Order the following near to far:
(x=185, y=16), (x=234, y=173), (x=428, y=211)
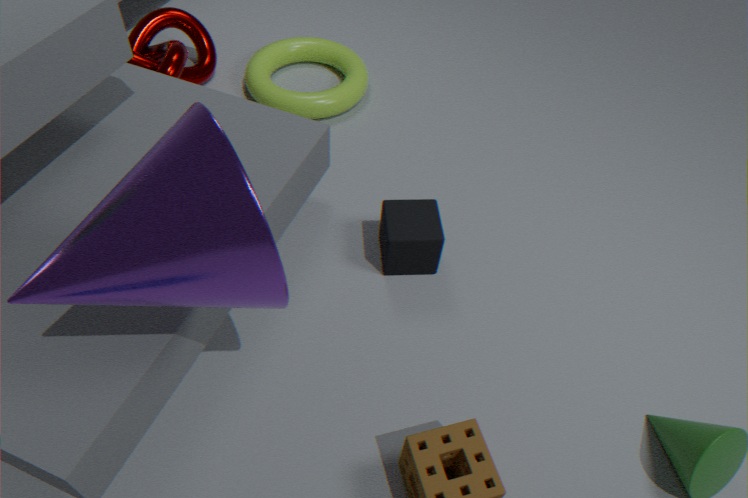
1. (x=234, y=173)
2. (x=428, y=211)
3. (x=185, y=16)
